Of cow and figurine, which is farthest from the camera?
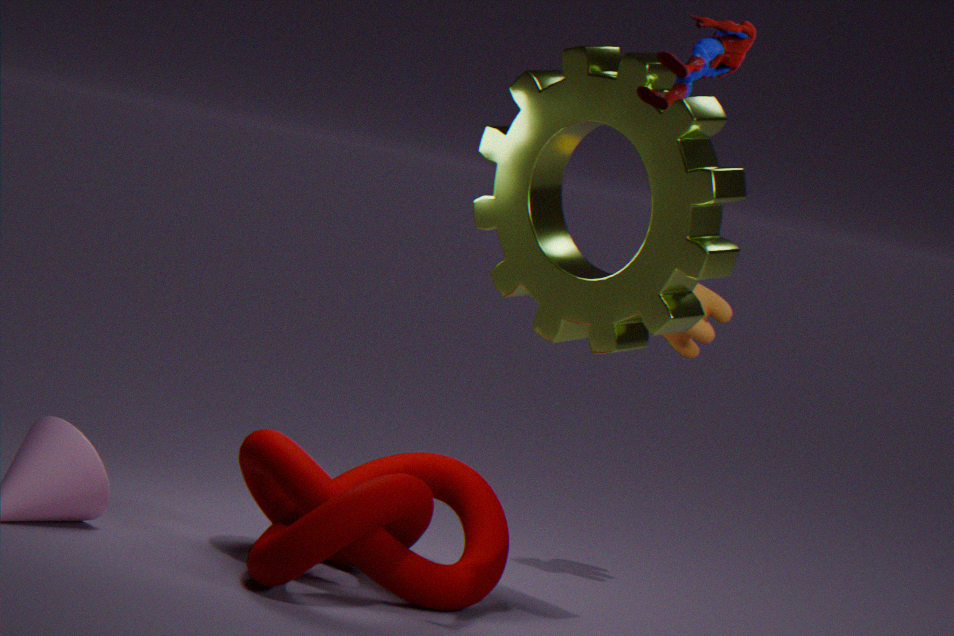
cow
